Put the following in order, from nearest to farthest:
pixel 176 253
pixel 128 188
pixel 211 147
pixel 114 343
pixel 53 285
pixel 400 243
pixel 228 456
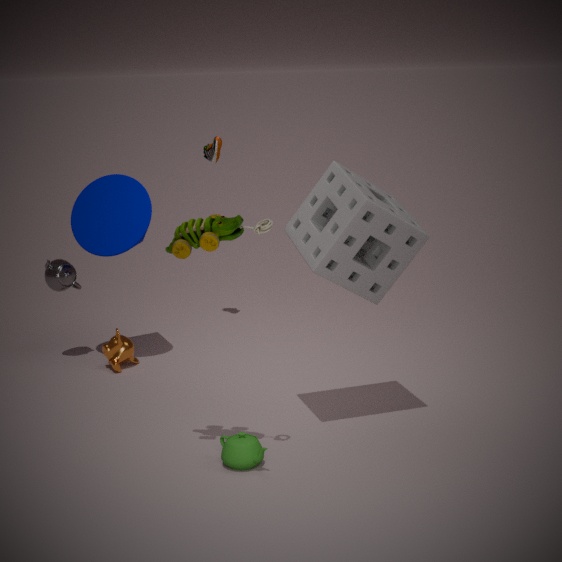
1. pixel 176 253
2. pixel 228 456
3. pixel 400 243
4. pixel 128 188
5. pixel 114 343
6. pixel 53 285
7. pixel 211 147
